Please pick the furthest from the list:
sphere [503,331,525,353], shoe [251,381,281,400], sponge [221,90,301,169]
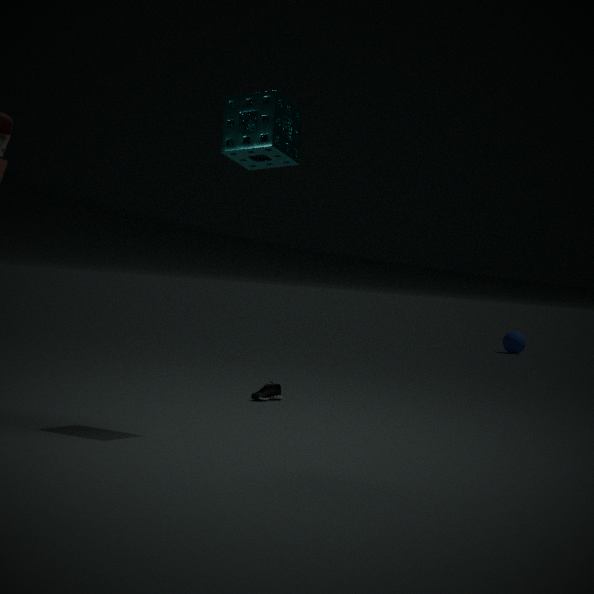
sphere [503,331,525,353]
